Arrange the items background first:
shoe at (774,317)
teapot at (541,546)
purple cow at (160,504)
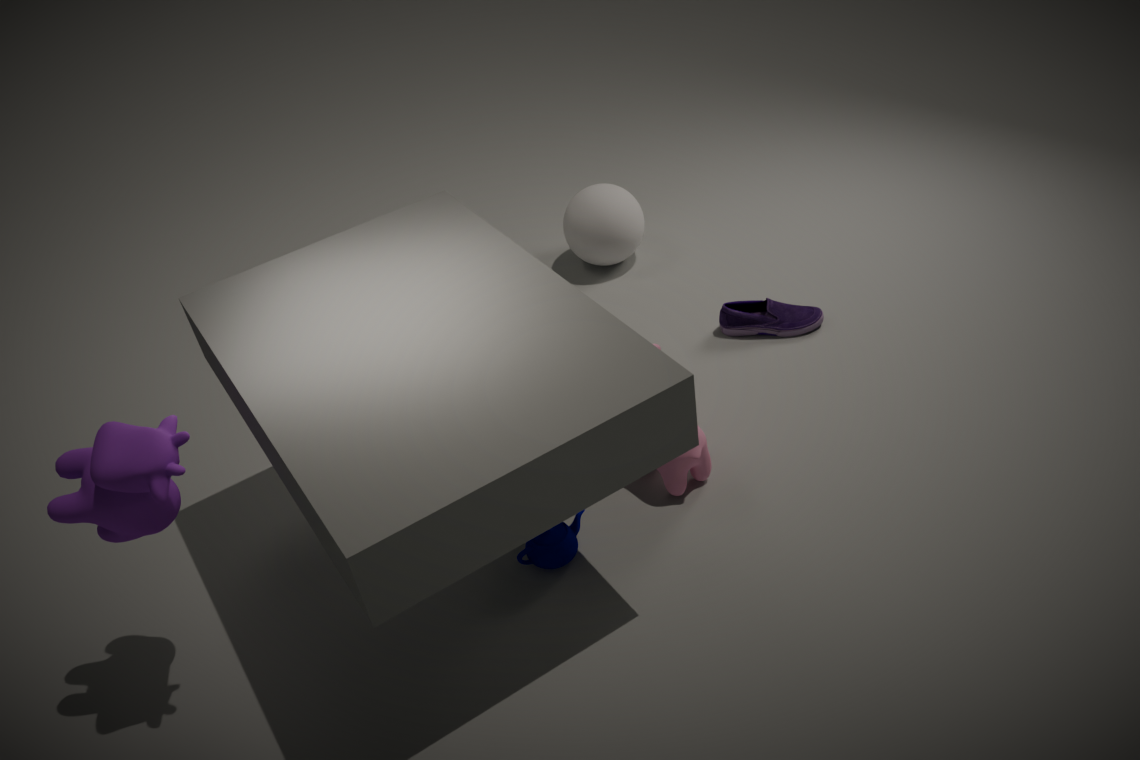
1. shoe at (774,317)
2. teapot at (541,546)
3. purple cow at (160,504)
